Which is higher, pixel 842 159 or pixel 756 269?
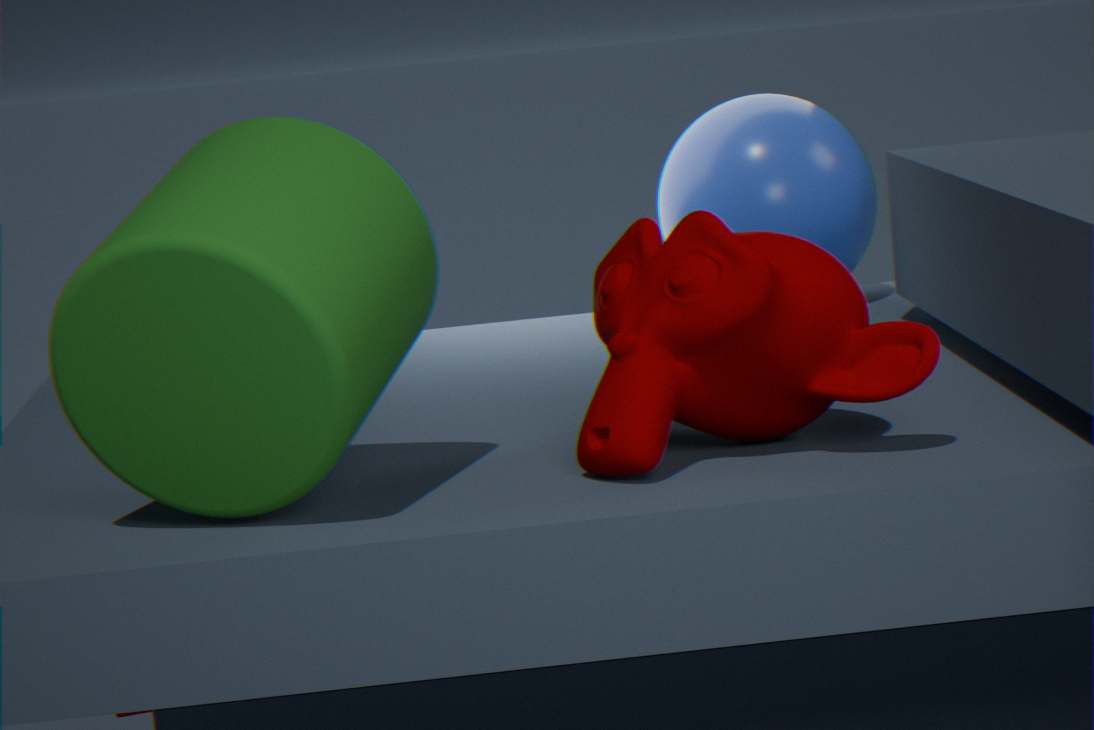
pixel 842 159
